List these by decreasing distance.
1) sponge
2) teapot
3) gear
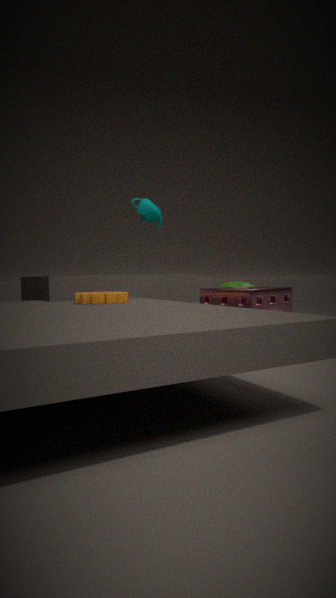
2. teapot, 1. sponge, 3. gear
